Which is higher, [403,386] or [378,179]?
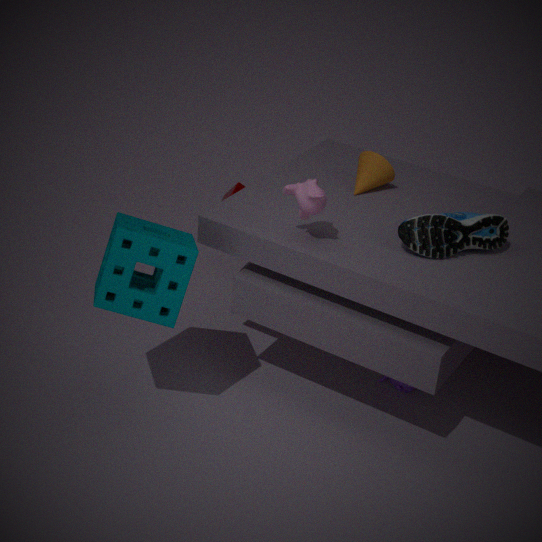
[378,179]
